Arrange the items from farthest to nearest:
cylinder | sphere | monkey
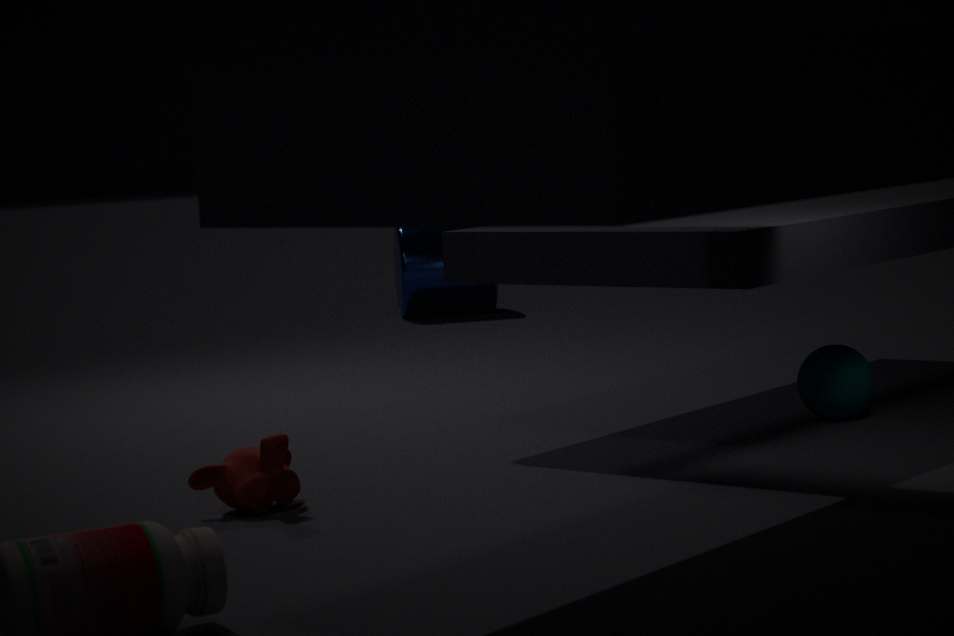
1. cylinder
2. sphere
3. monkey
